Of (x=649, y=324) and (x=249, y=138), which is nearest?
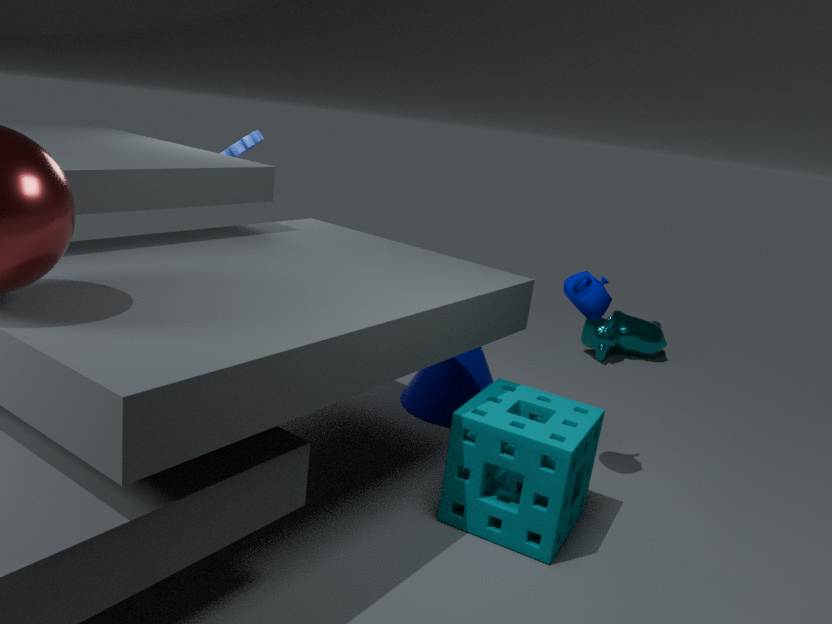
(x=249, y=138)
